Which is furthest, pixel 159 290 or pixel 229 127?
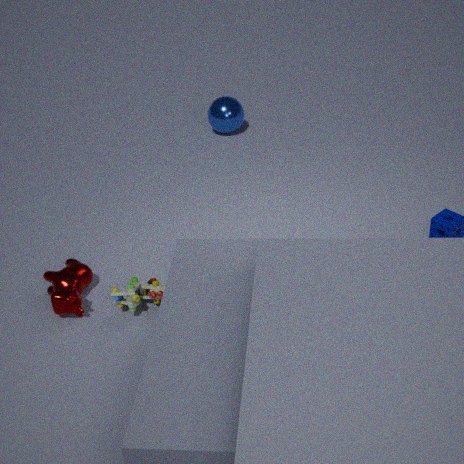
pixel 229 127
